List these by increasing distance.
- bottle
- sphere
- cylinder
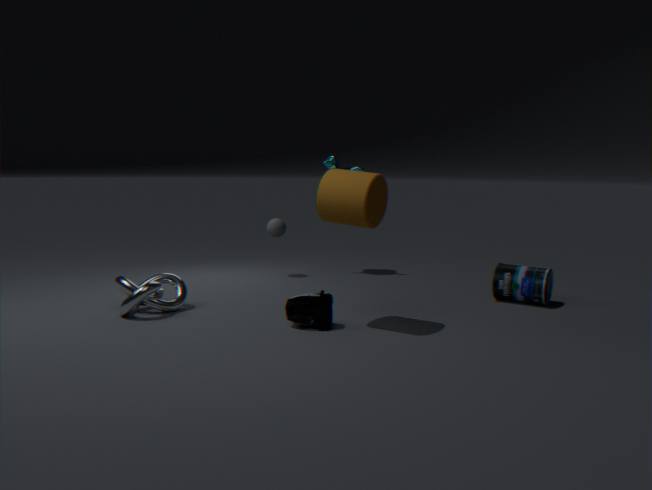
cylinder → bottle → sphere
